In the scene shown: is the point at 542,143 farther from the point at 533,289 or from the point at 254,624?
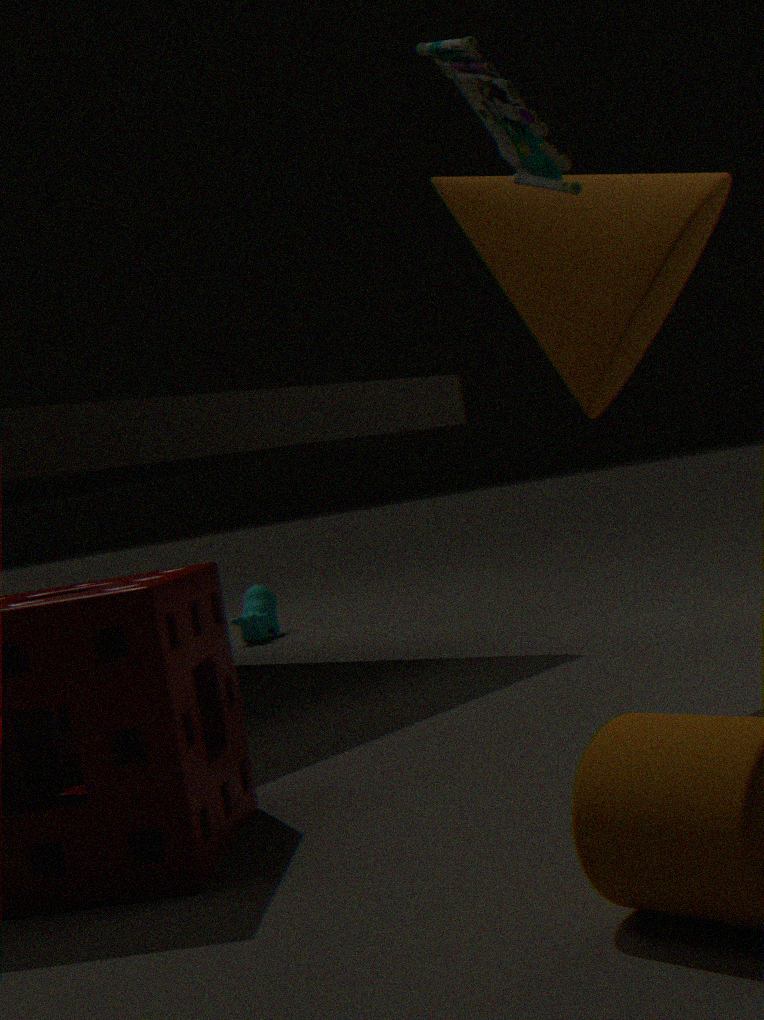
the point at 254,624
